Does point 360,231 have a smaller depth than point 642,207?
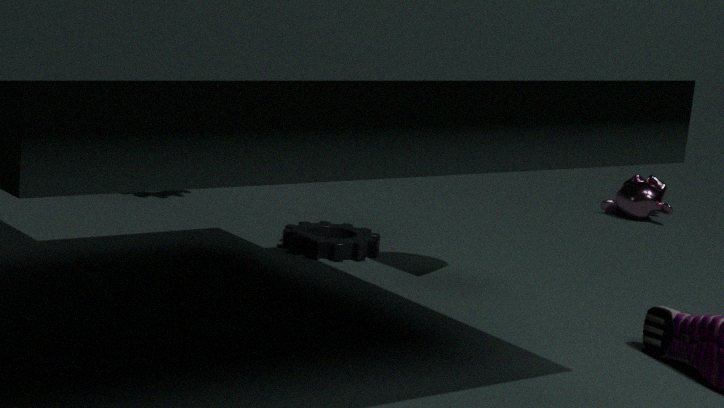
Yes
